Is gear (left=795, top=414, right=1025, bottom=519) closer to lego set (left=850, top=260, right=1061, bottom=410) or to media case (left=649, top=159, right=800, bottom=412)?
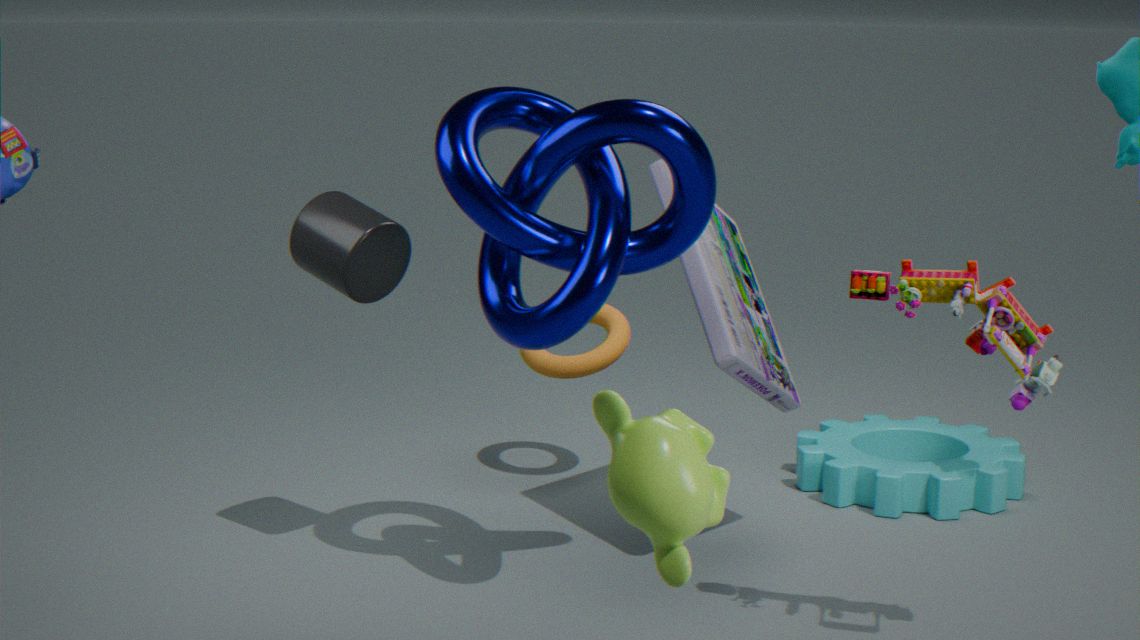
media case (left=649, top=159, right=800, bottom=412)
